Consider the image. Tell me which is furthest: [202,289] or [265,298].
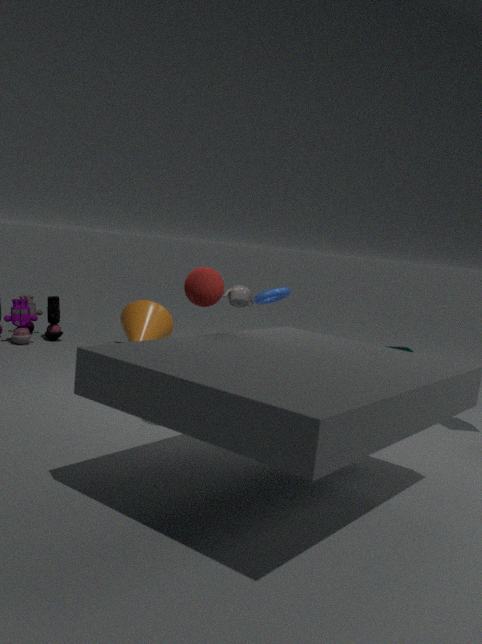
[265,298]
